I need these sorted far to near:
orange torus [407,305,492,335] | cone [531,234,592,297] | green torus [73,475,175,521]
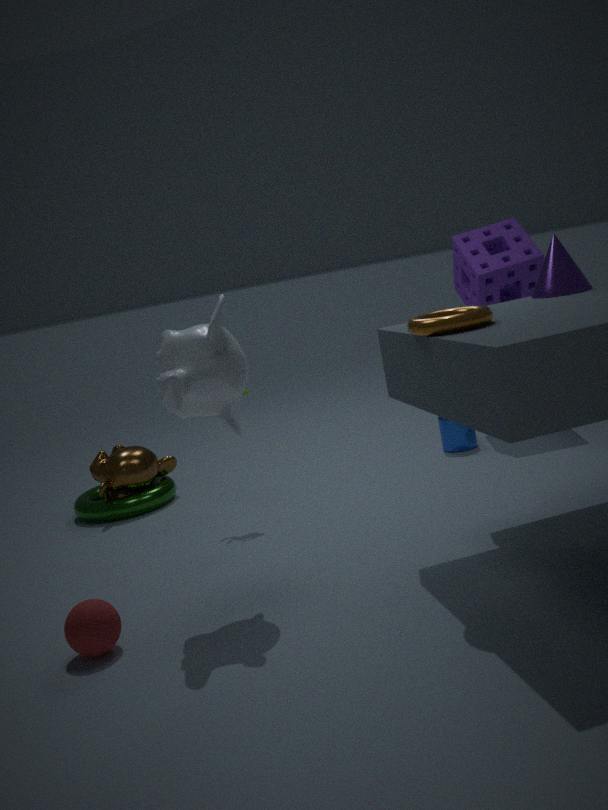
1. green torus [73,475,175,521]
2. cone [531,234,592,297]
3. orange torus [407,305,492,335]
